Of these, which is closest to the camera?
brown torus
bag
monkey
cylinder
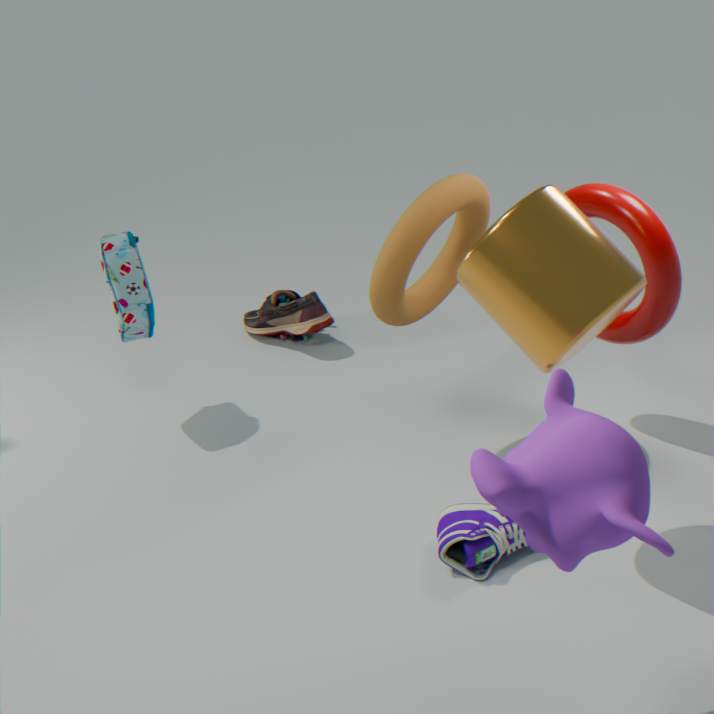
monkey
